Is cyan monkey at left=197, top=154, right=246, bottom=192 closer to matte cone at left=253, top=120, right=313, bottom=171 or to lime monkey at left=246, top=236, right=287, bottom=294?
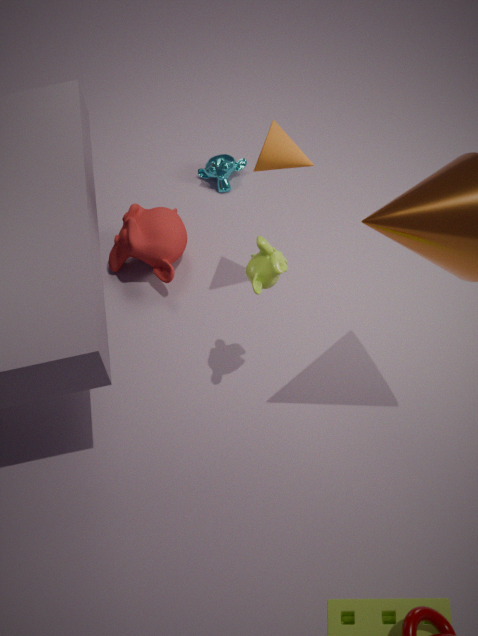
matte cone at left=253, top=120, right=313, bottom=171
